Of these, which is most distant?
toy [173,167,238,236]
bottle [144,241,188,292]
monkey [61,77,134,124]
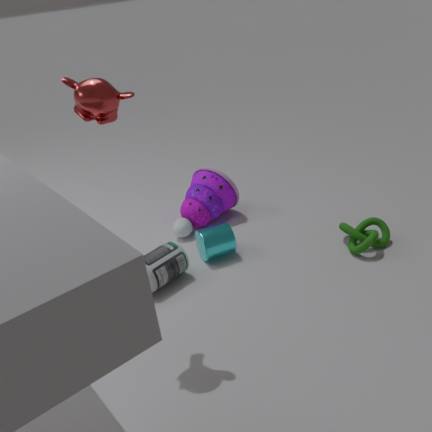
toy [173,167,238,236]
